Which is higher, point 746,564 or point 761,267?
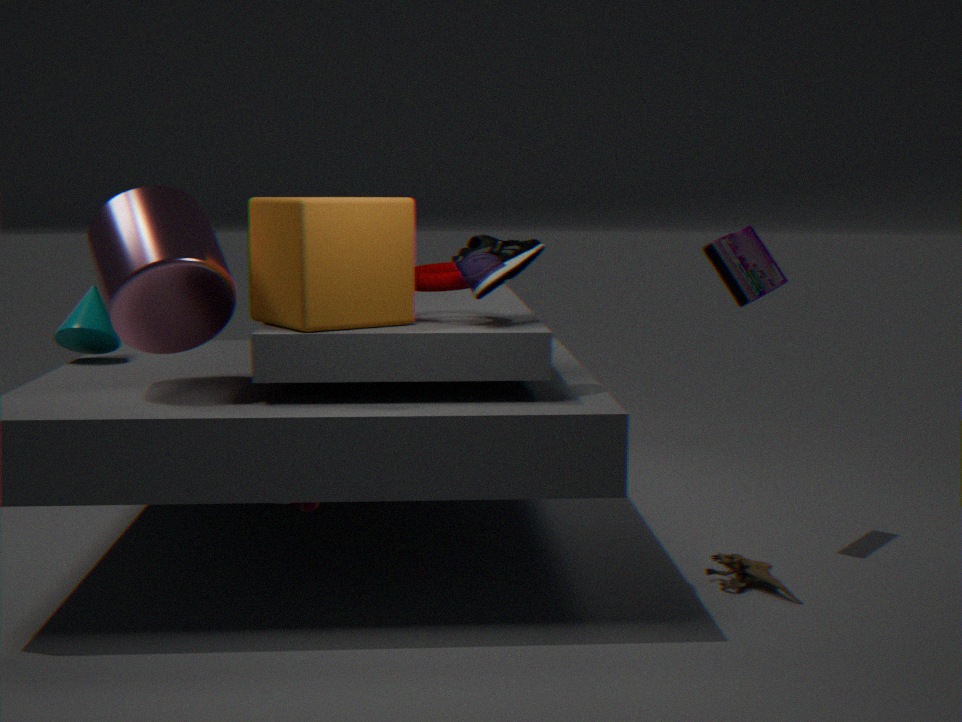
point 761,267
